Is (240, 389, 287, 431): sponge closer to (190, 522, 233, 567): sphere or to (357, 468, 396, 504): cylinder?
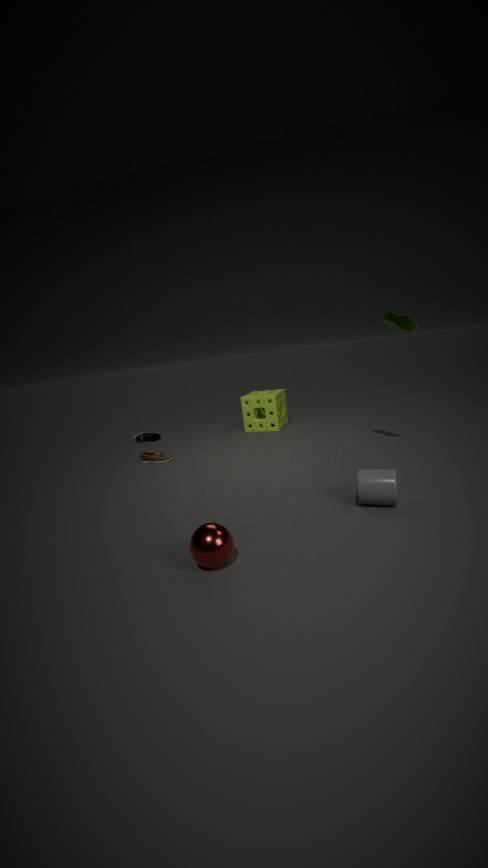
(357, 468, 396, 504): cylinder
